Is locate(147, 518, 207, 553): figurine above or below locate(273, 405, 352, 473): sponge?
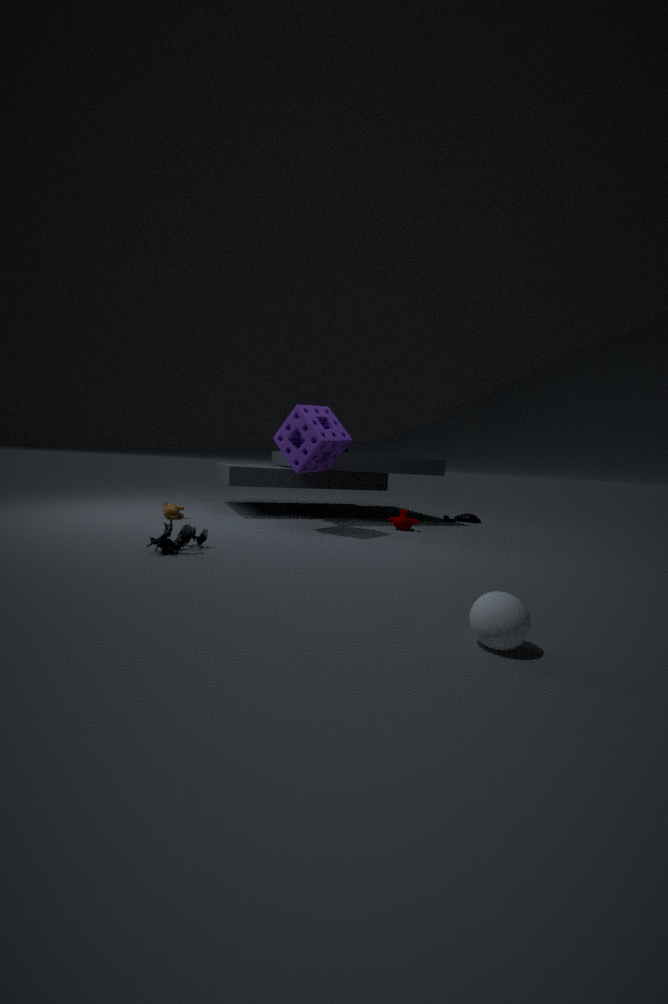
below
